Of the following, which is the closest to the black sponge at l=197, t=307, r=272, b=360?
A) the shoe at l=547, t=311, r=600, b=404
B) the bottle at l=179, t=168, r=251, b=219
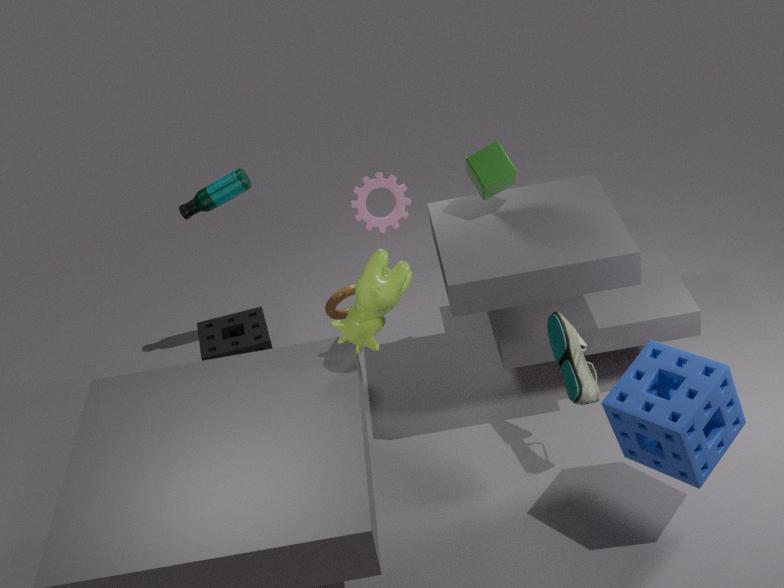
the bottle at l=179, t=168, r=251, b=219
